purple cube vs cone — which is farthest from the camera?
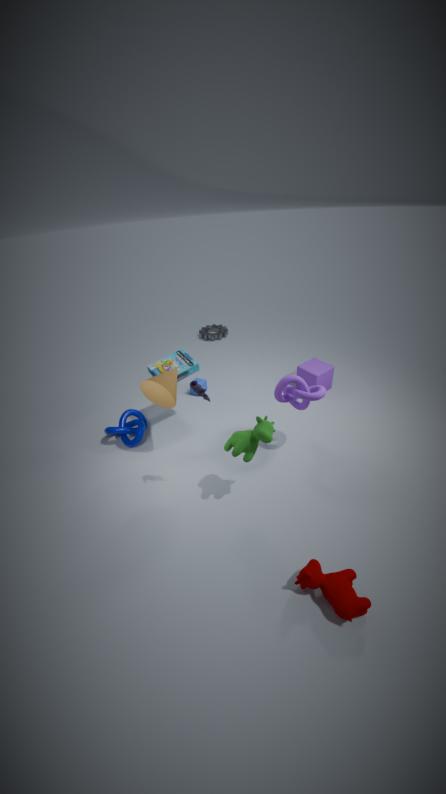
purple cube
